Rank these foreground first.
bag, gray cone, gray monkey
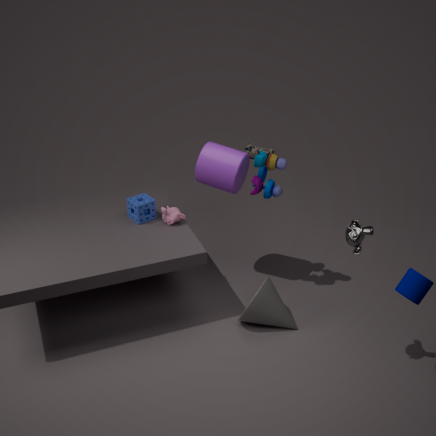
gray monkey < gray cone < bag
